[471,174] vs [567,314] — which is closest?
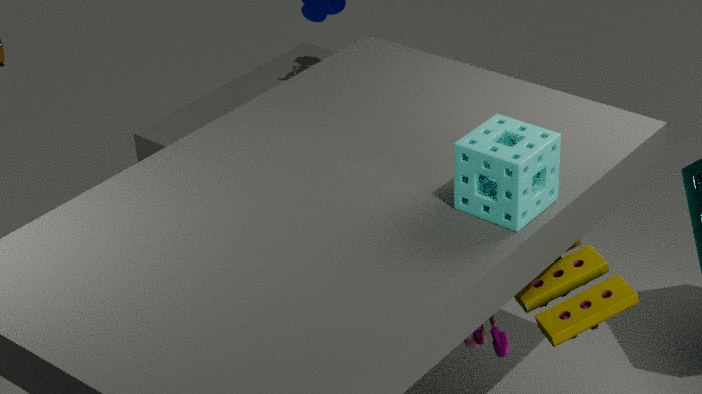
[471,174]
